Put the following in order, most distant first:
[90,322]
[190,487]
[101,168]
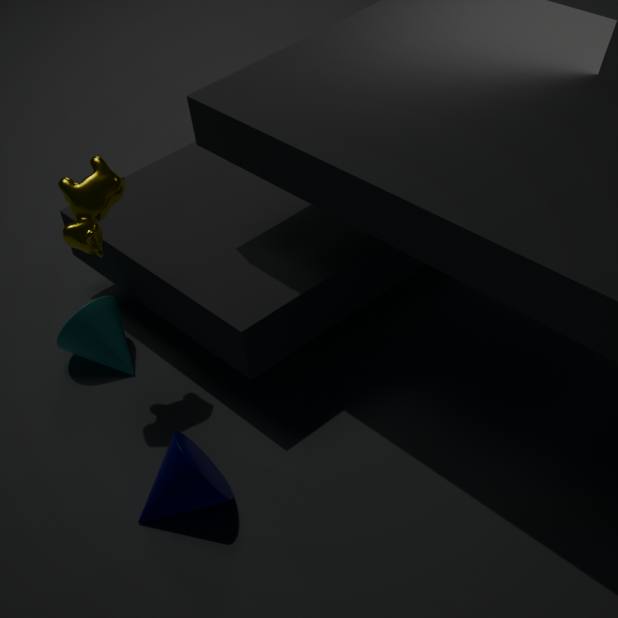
[90,322] → [101,168] → [190,487]
